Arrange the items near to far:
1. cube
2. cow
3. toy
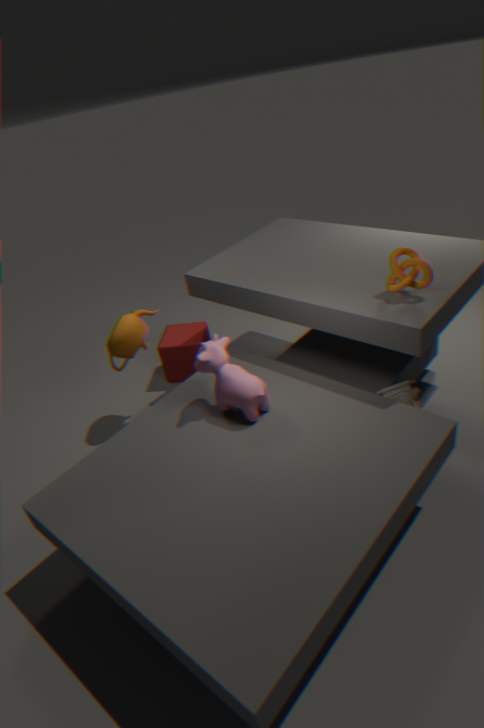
cow < toy < cube
